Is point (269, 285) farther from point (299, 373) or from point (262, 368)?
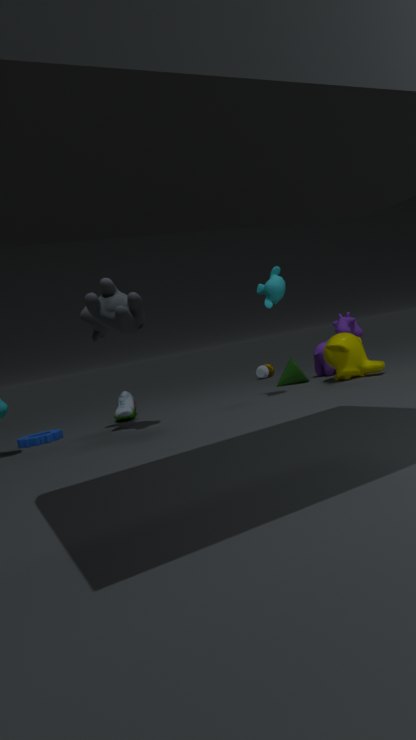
point (262, 368)
